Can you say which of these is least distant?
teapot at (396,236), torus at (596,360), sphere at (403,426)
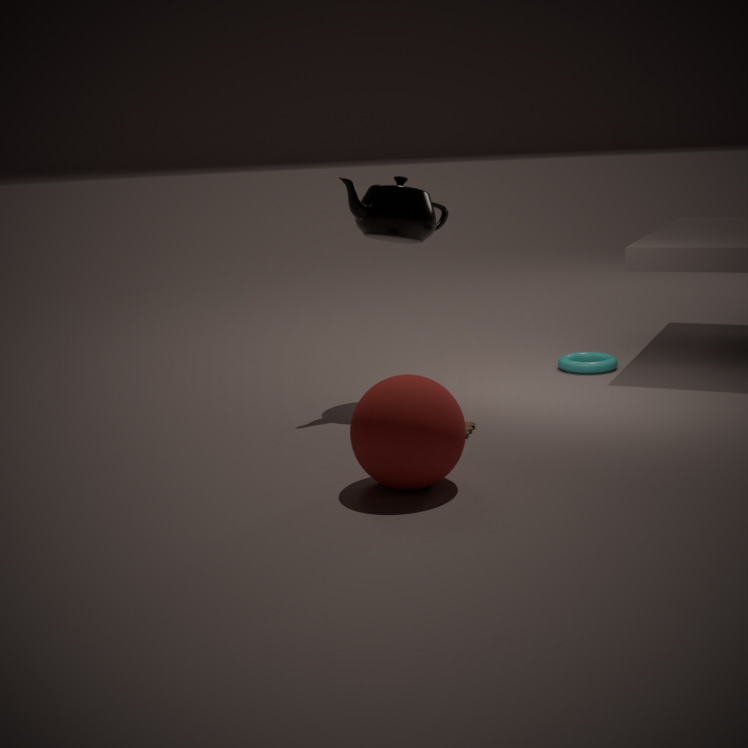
sphere at (403,426)
